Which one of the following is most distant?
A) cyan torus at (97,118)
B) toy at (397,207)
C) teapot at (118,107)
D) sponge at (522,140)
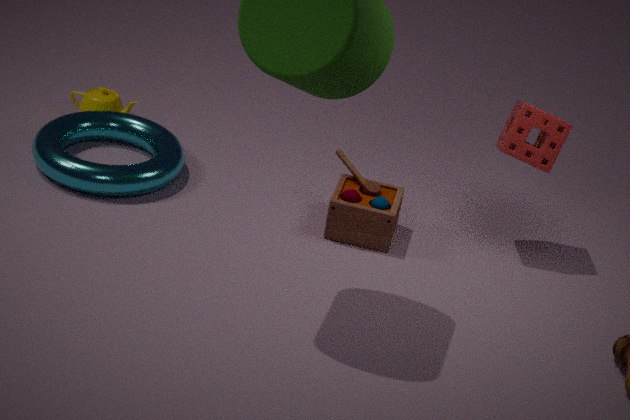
teapot at (118,107)
